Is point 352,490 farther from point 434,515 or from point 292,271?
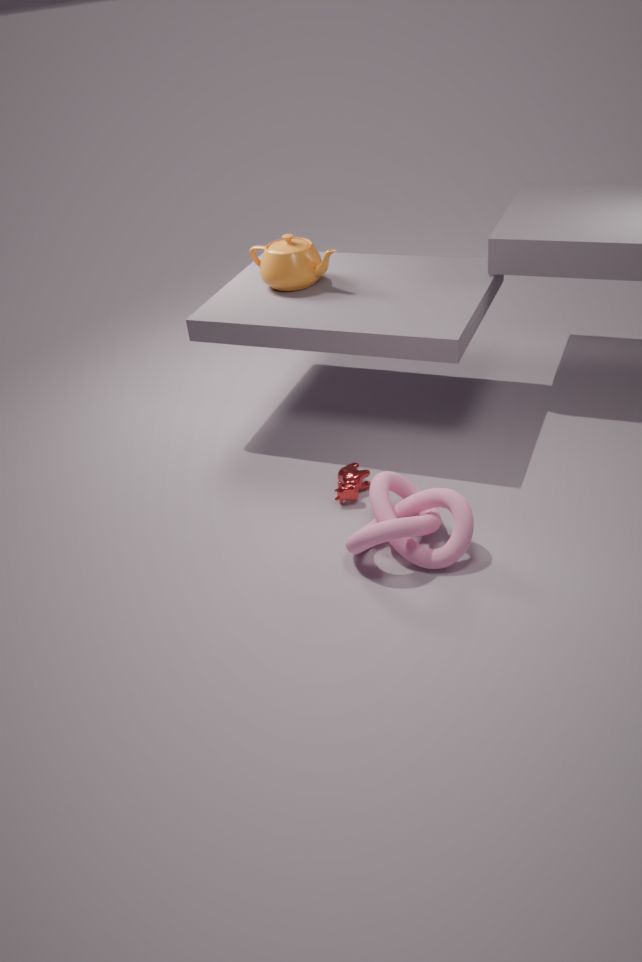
point 292,271
